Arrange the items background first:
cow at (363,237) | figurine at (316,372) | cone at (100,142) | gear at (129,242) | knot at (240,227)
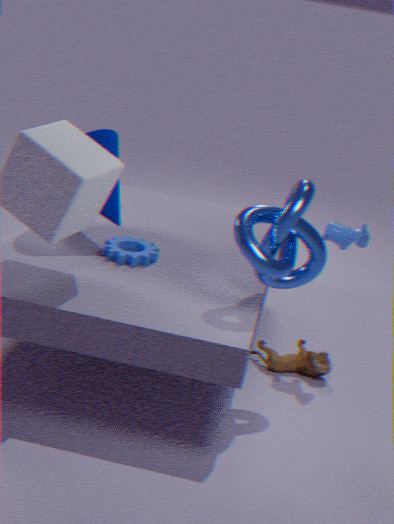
figurine at (316,372), cow at (363,237), cone at (100,142), gear at (129,242), knot at (240,227)
